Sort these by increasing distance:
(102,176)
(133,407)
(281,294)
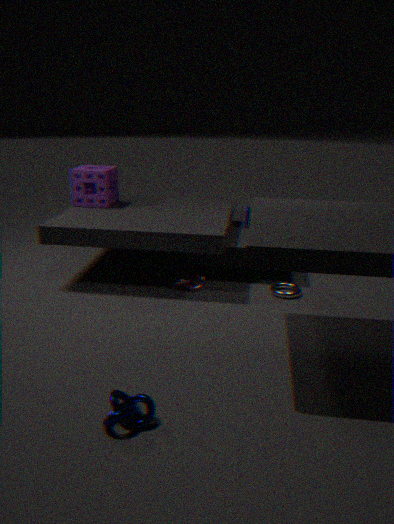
(133,407), (281,294), (102,176)
